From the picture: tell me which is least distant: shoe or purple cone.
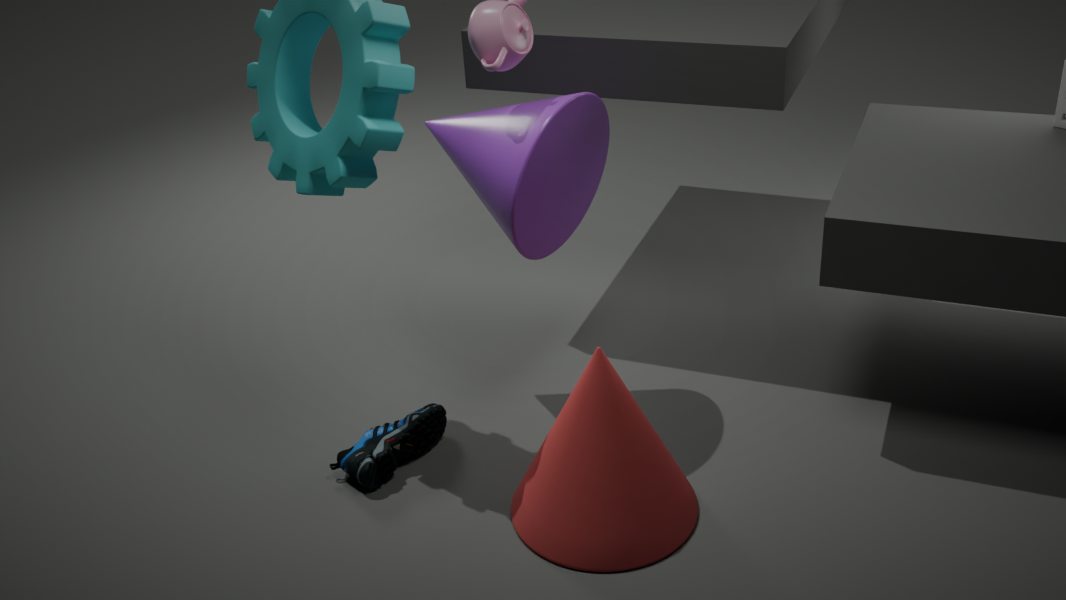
purple cone
